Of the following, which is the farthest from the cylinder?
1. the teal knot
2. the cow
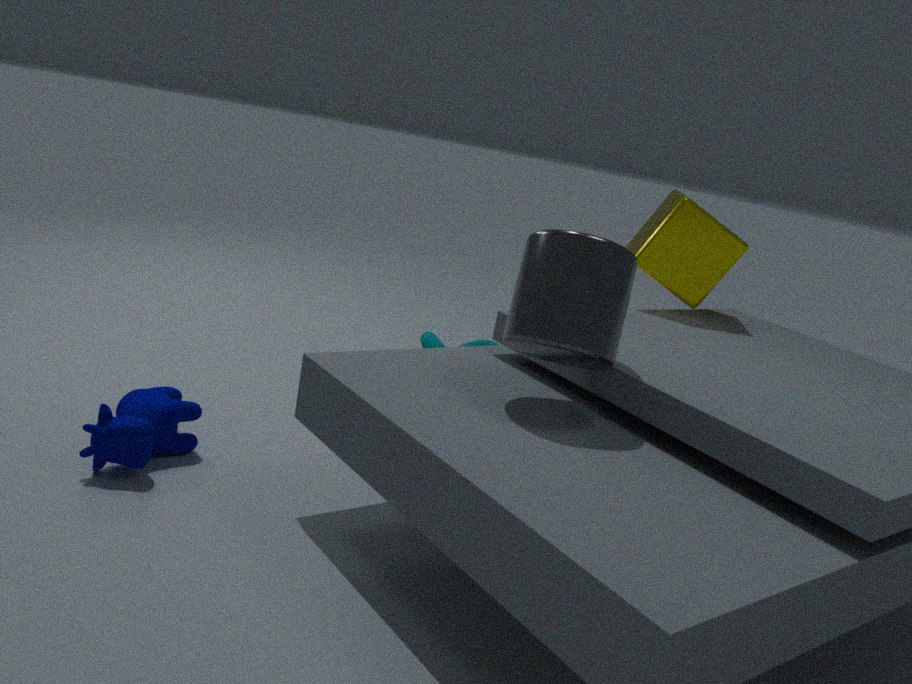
the teal knot
